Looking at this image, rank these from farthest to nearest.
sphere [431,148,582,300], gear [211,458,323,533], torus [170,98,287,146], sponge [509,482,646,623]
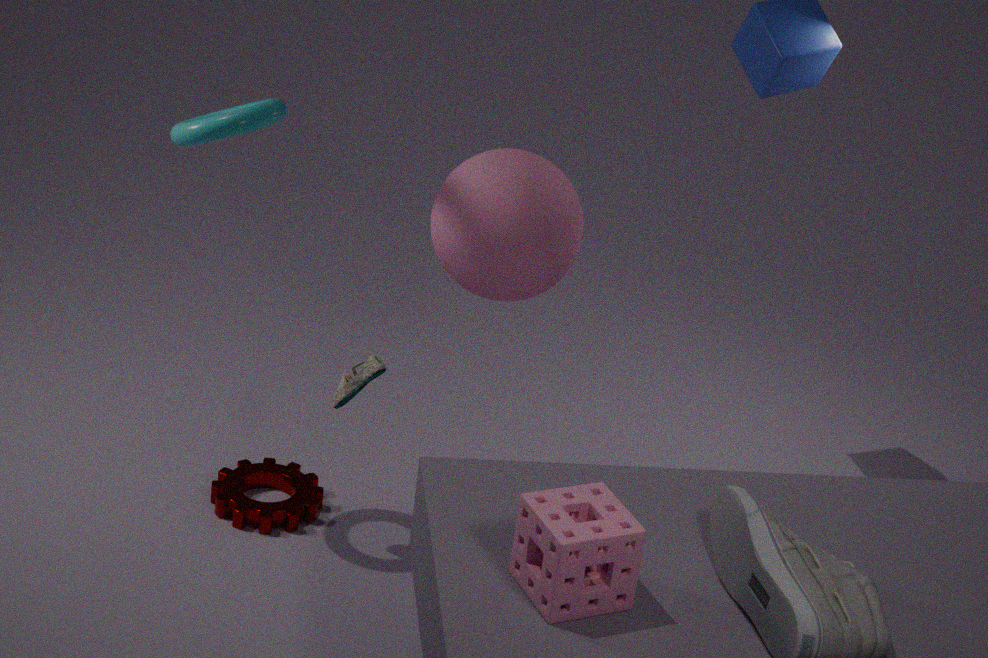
1. gear [211,458,323,533]
2. sphere [431,148,582,300]
3. torus [170,98,287,146]
4. sponge [509,482,646,623]
